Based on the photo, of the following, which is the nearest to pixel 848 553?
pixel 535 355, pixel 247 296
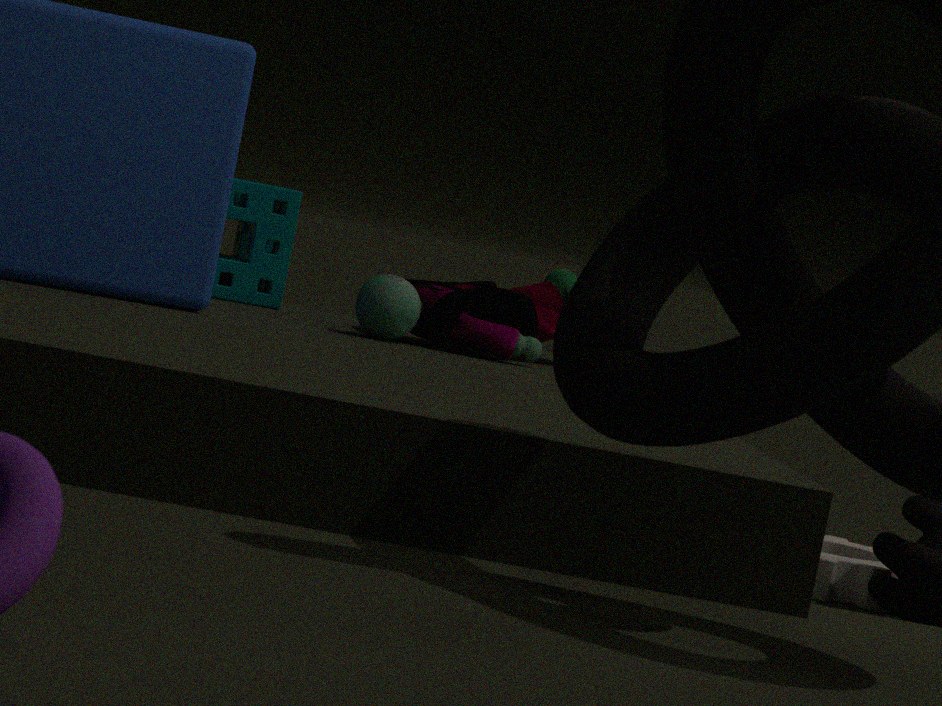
pixel 535 355
